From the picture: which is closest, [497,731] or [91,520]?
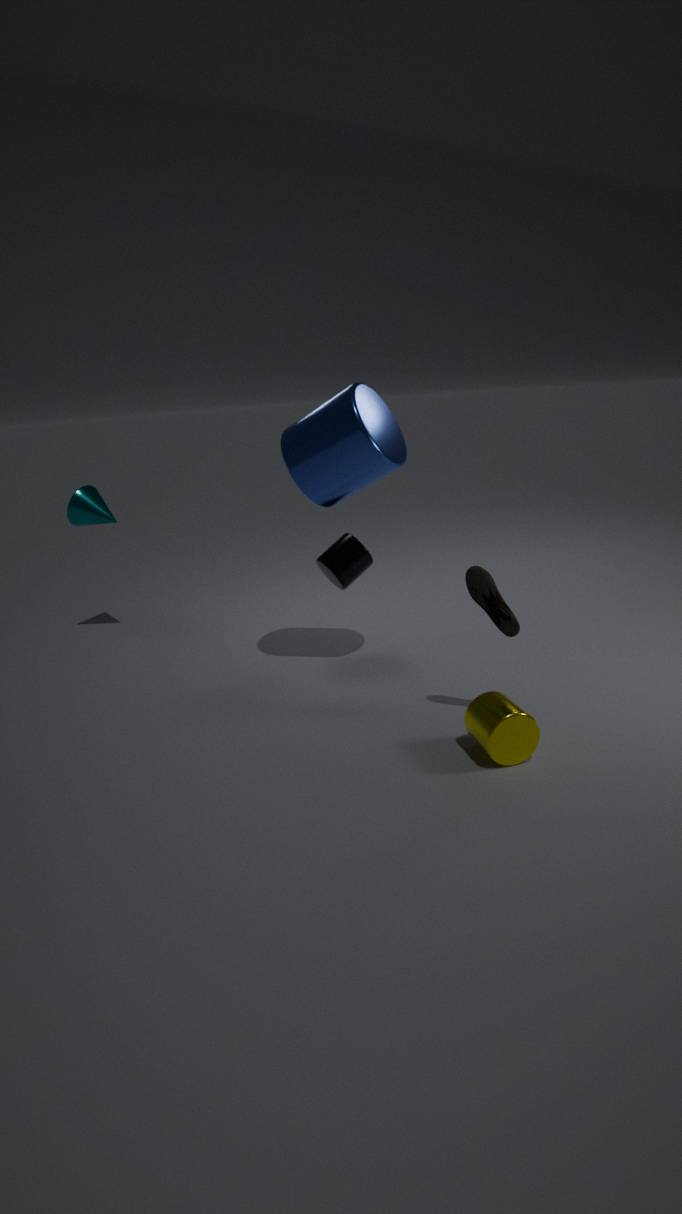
[497,731]
